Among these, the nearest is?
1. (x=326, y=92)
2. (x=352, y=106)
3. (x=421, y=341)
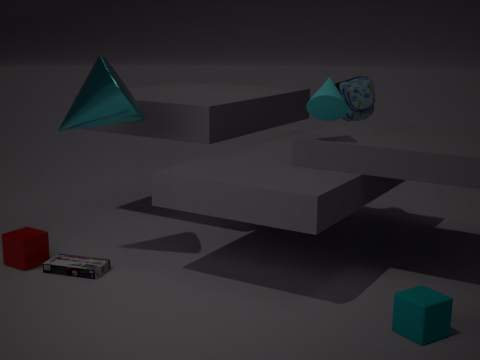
(x=421, y=341)
